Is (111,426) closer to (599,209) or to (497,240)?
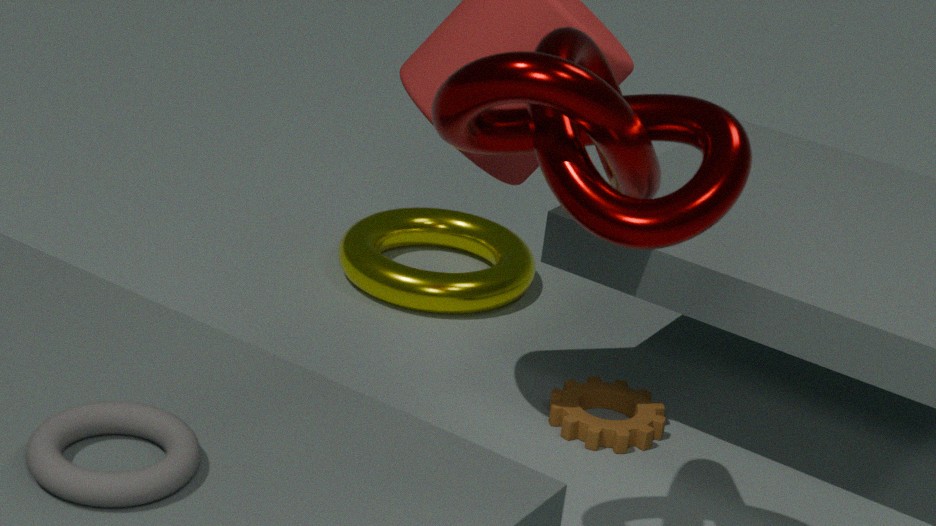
(599,209)
